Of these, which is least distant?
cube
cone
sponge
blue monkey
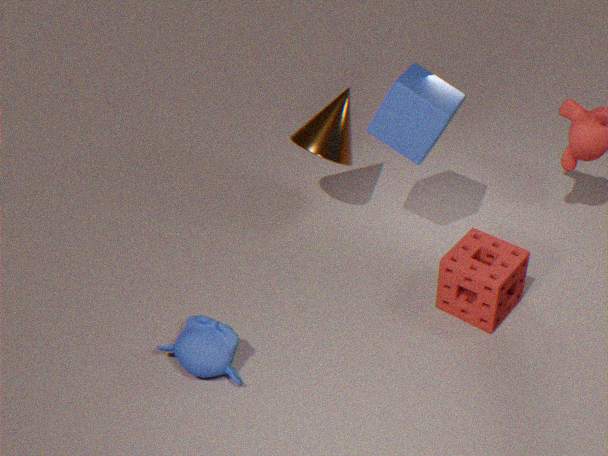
blue monkey
